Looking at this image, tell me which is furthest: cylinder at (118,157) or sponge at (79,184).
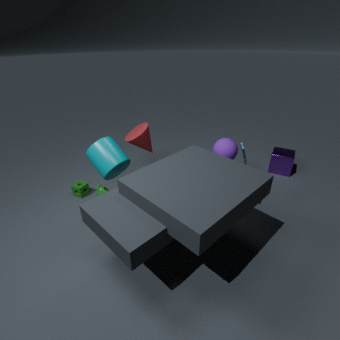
sponge at (79,184)
